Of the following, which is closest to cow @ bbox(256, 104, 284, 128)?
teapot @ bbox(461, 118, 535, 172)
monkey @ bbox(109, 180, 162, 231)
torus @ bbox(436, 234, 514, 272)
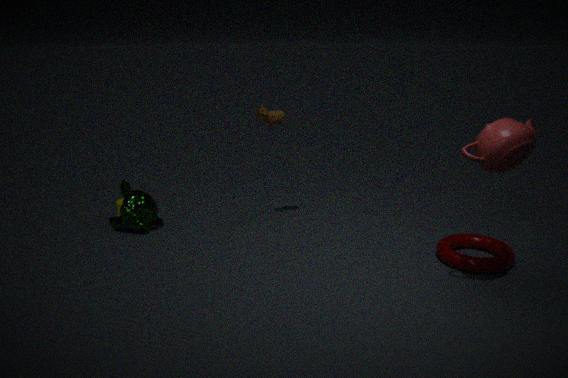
monkey @ bbox(109, 180, 162, 231)
